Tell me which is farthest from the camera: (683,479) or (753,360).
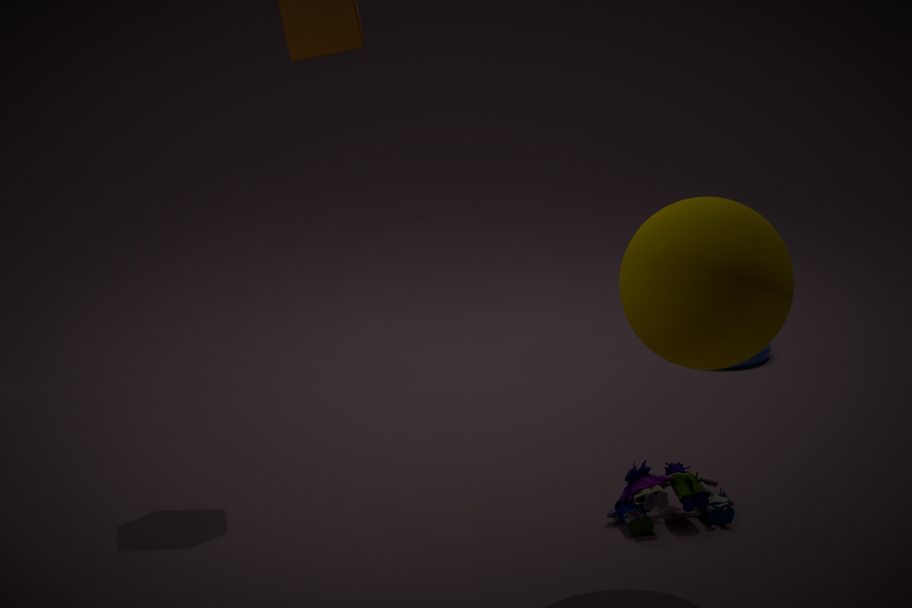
(753,360)
